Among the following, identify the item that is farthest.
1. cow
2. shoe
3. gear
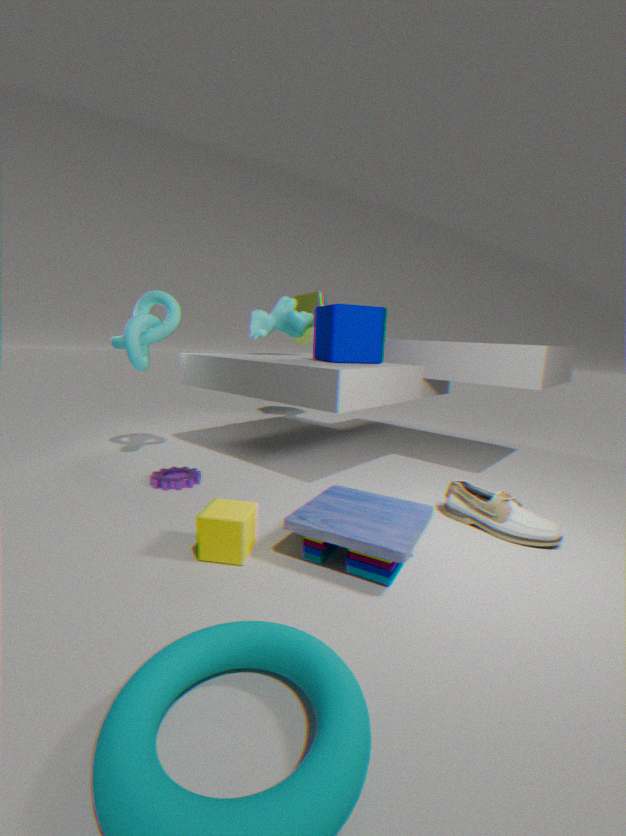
cow
